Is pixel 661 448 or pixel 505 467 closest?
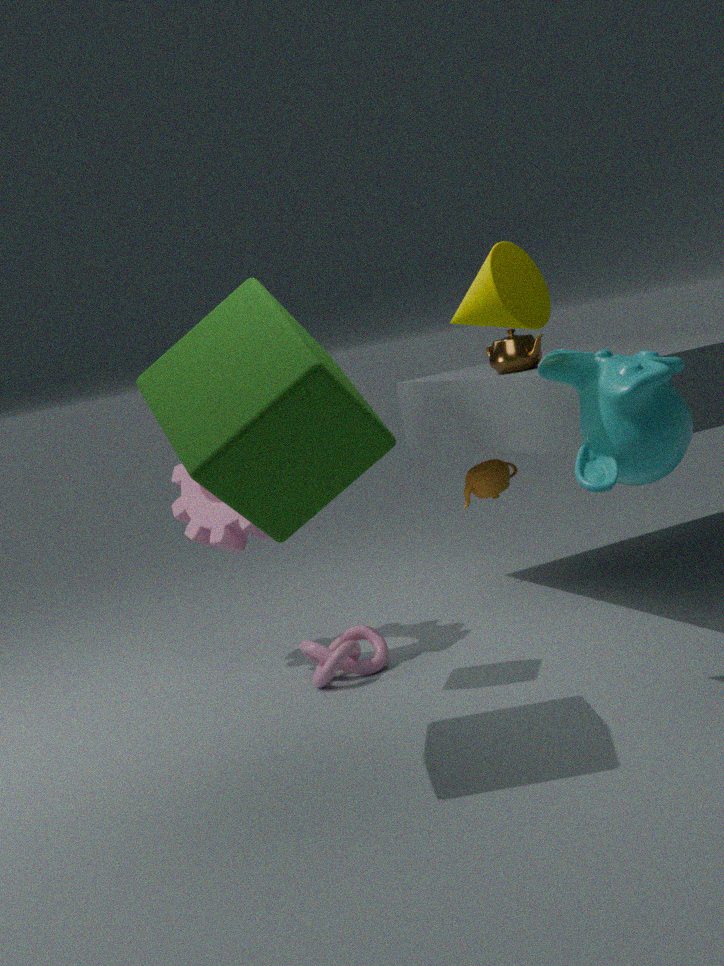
pixel 661 448
